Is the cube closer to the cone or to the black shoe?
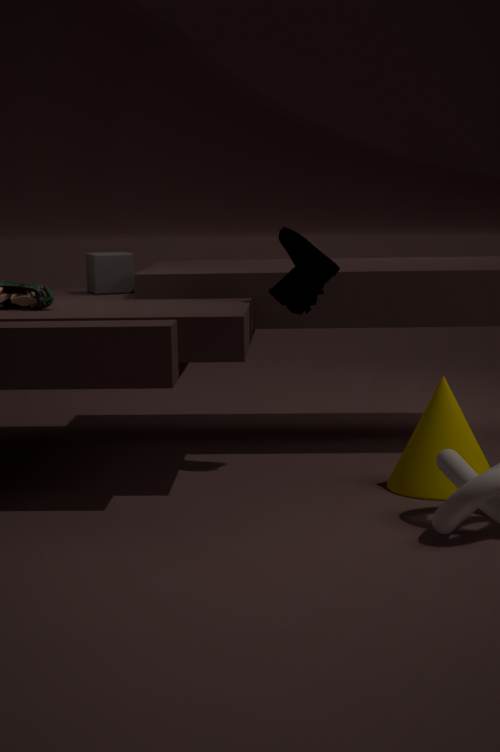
the black shoe
